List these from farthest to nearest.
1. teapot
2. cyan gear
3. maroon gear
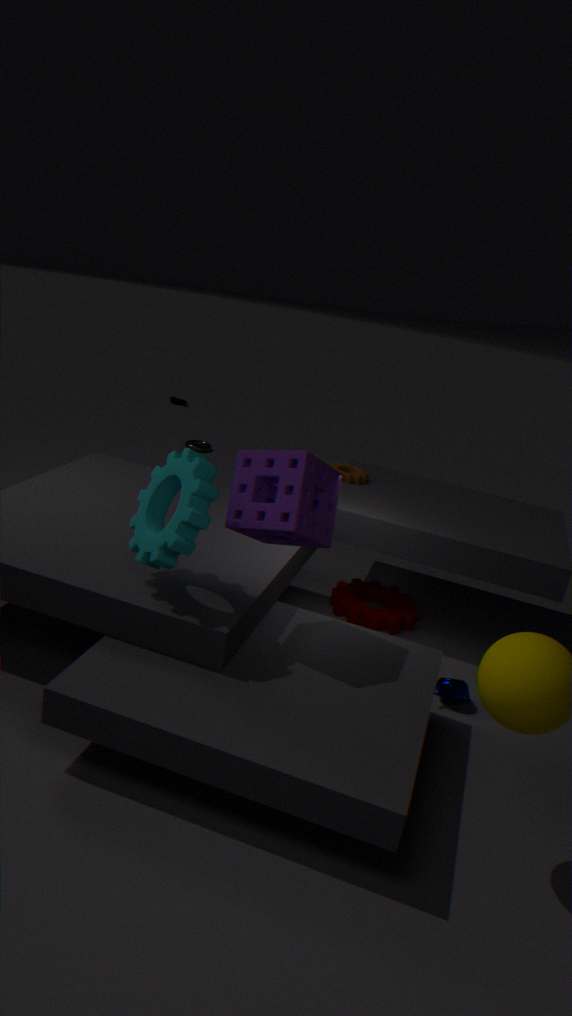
1. maroon gear
2. teapot
3. cyan gear
